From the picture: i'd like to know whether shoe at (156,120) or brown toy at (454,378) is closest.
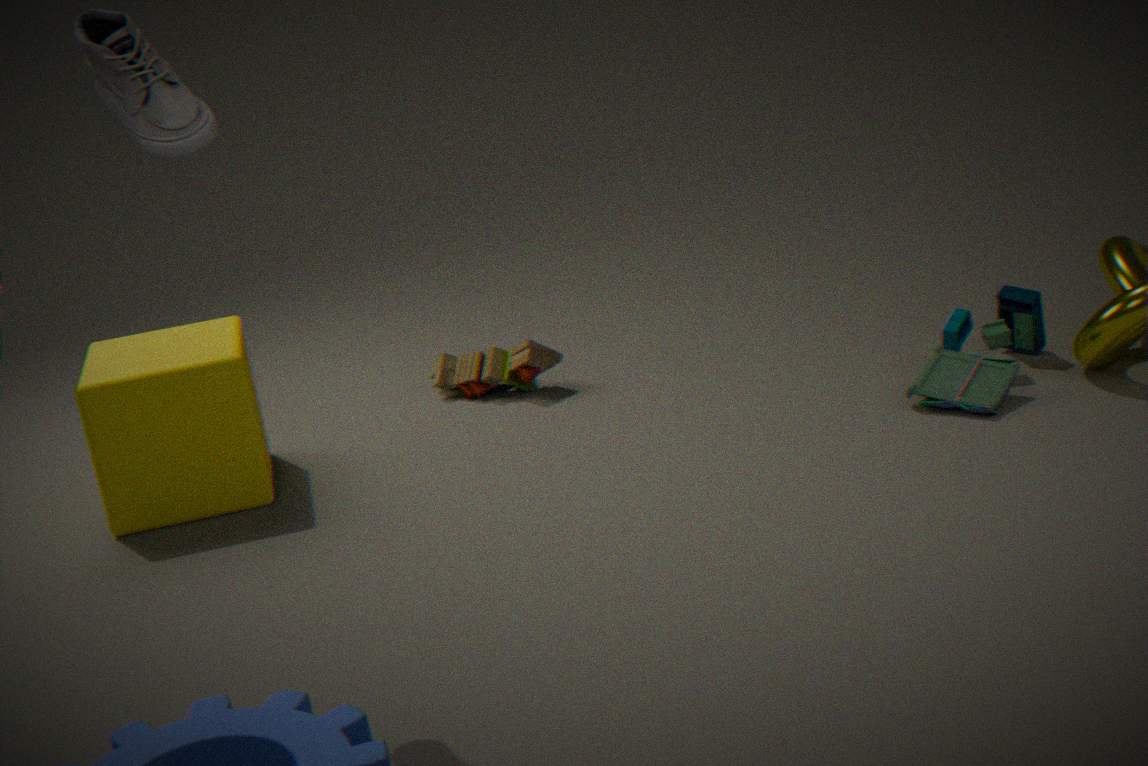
shoe at (156,120)
